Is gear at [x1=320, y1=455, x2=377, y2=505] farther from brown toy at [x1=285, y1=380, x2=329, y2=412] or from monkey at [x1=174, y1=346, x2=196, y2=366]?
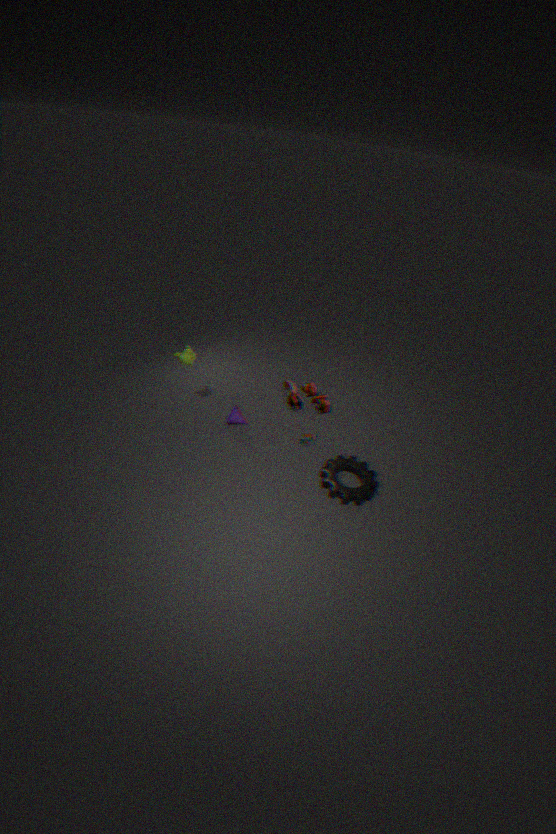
monkey at [x1=174, y1=346, x2=196, y2=366]
